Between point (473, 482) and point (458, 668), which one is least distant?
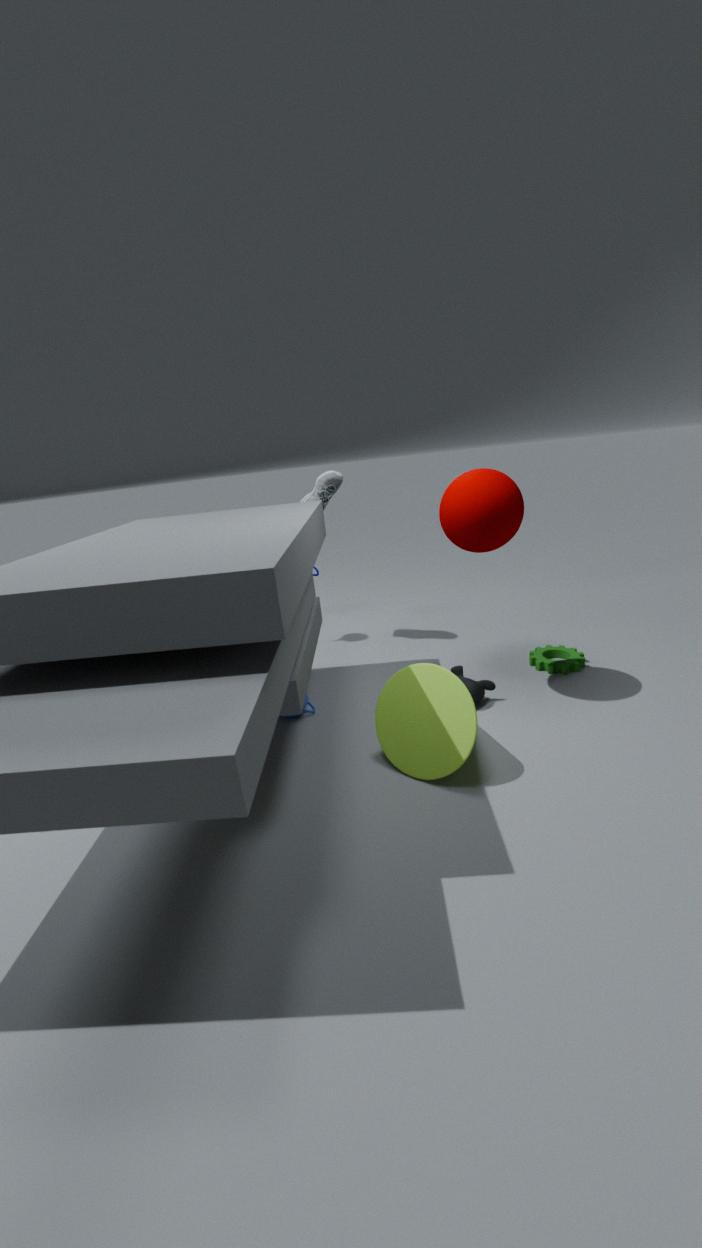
point (473, 482)
